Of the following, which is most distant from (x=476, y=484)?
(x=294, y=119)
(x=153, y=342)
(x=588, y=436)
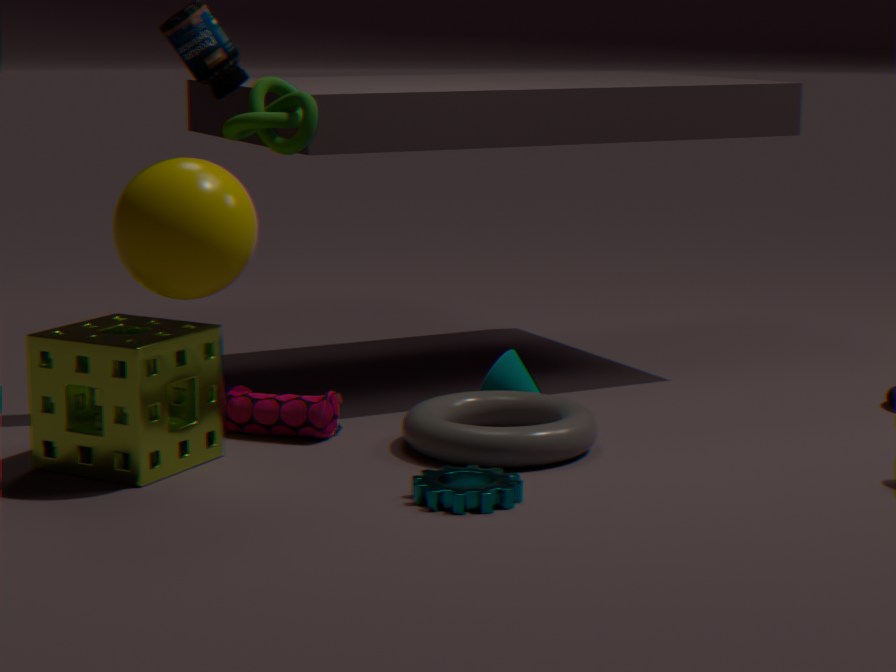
(x=294, y=119)
